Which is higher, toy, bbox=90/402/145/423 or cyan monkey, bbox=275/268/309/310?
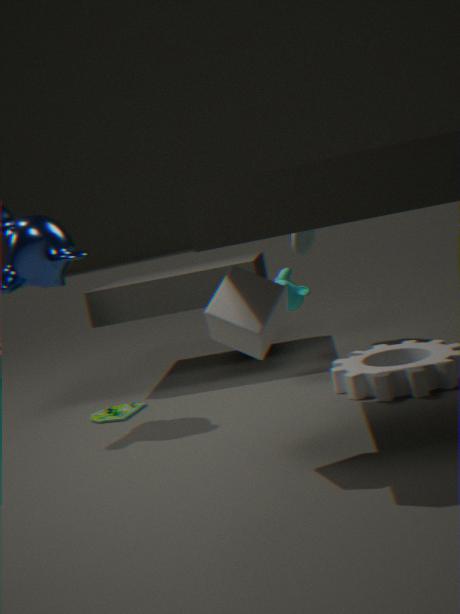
cyan monkey, bbox=275/268/309/310
